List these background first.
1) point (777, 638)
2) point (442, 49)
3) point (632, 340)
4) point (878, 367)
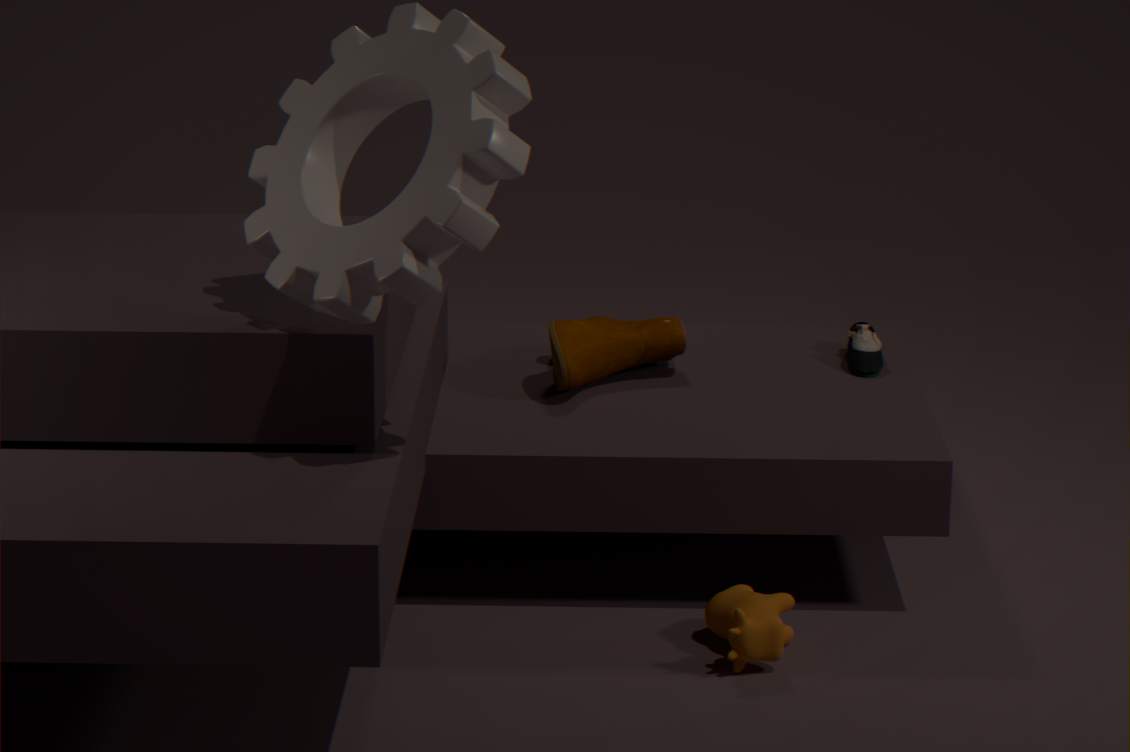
1. 4. point (878, 367)
2. 3. point (632, 340)
3. 1. point (777, 638)
4. 2. point (442, 49)
